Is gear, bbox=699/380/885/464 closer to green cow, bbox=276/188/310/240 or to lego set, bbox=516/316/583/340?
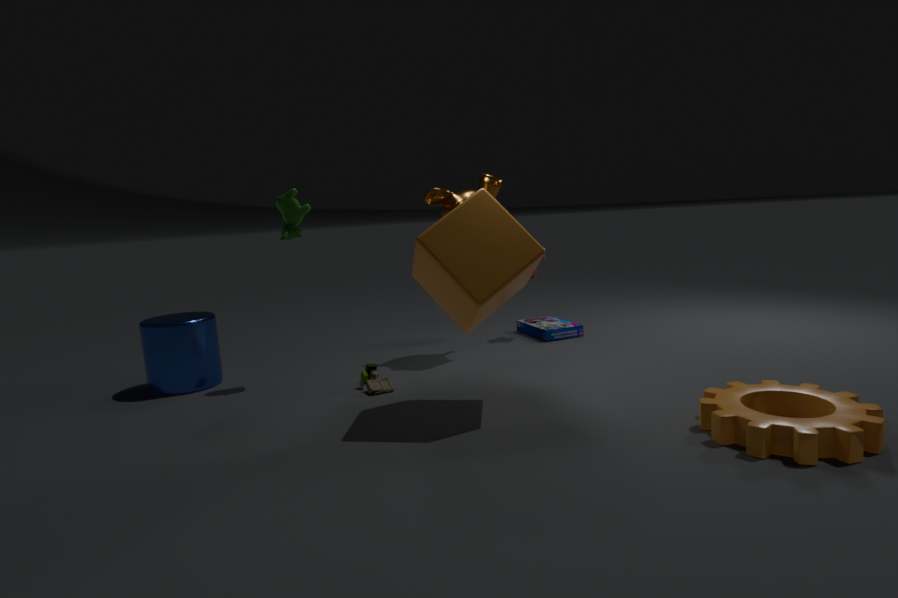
lego set, bbox=516/316/583/340
